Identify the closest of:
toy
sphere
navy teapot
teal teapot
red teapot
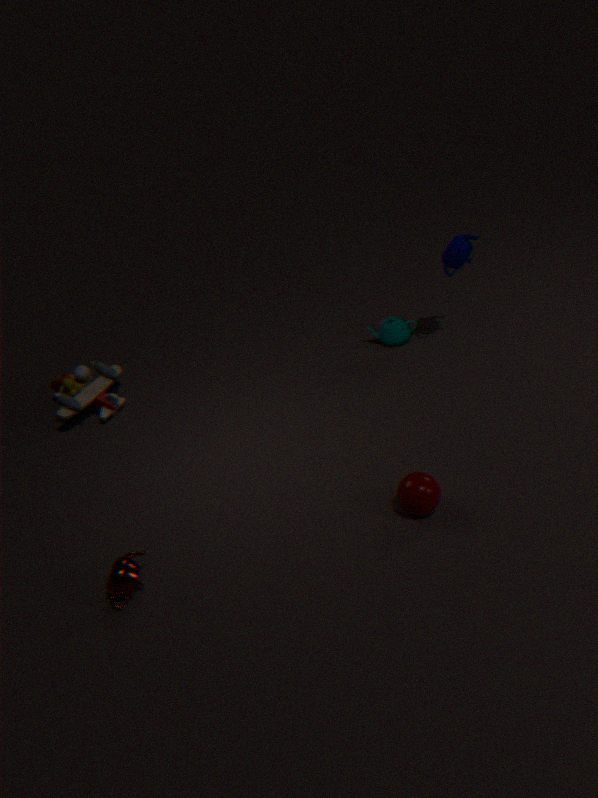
red teapot
